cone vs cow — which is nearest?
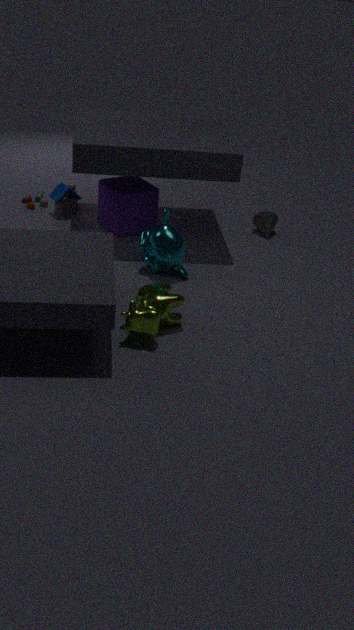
cow
